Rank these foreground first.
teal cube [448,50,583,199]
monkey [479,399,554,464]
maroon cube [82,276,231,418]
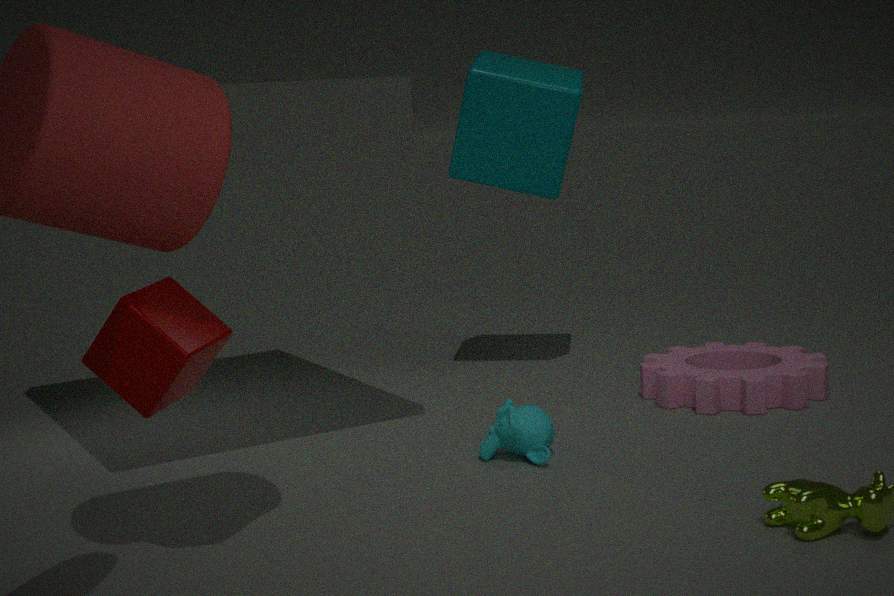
maroon cube [82,276,231,418]
monkey [479,399,554,464]
teal cube [448,50,583,199]
